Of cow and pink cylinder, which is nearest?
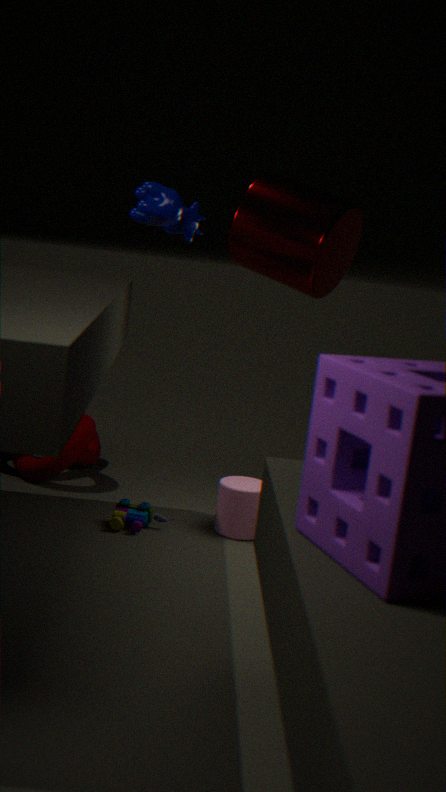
cow
